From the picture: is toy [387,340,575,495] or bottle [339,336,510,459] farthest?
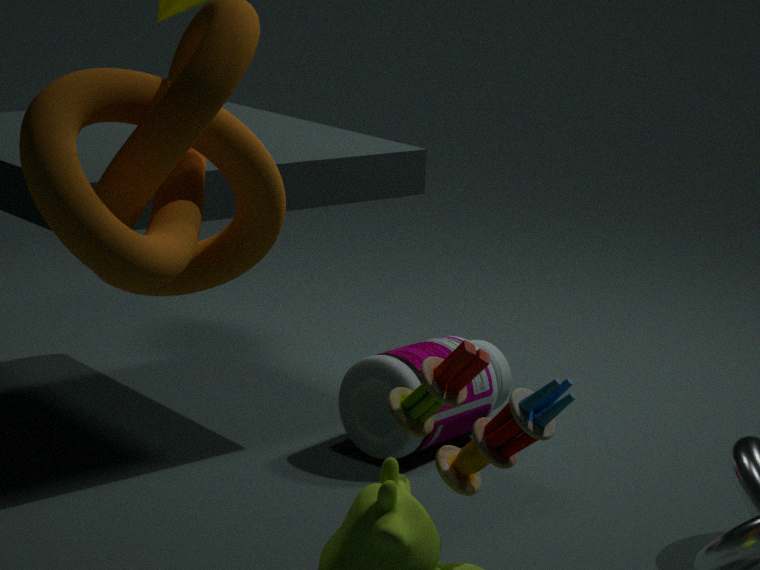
bottle [339,336,510,459]
